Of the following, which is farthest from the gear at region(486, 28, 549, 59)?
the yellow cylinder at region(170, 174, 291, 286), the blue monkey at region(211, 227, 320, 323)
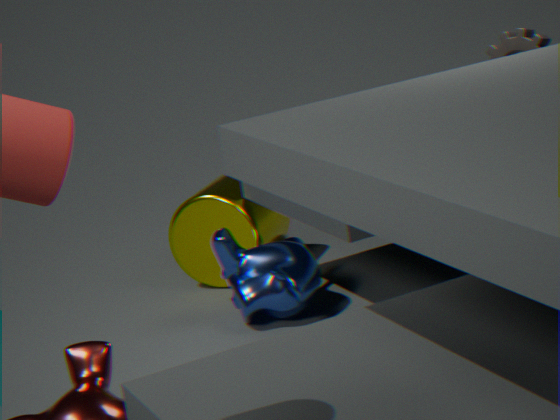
the yellow cylinder at region(170, 174, 291, 286)
